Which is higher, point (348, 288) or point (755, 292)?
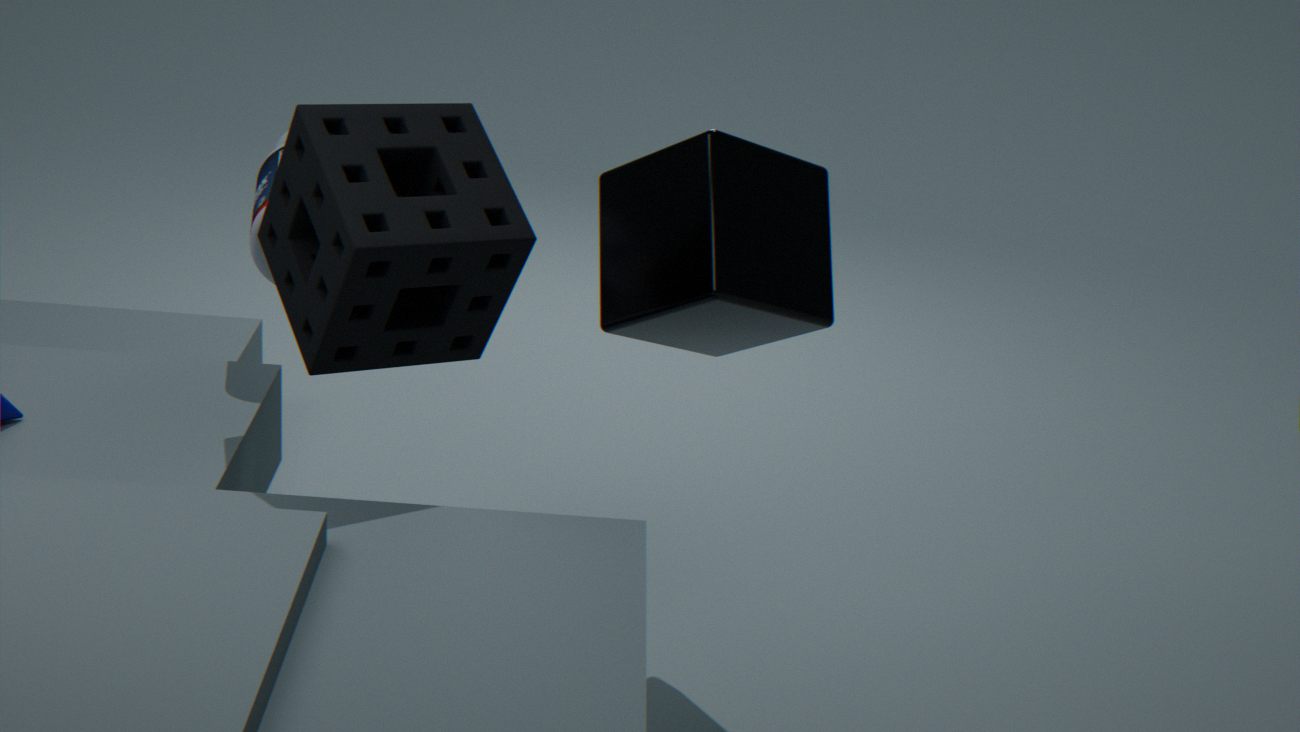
→ point (348, 288)
